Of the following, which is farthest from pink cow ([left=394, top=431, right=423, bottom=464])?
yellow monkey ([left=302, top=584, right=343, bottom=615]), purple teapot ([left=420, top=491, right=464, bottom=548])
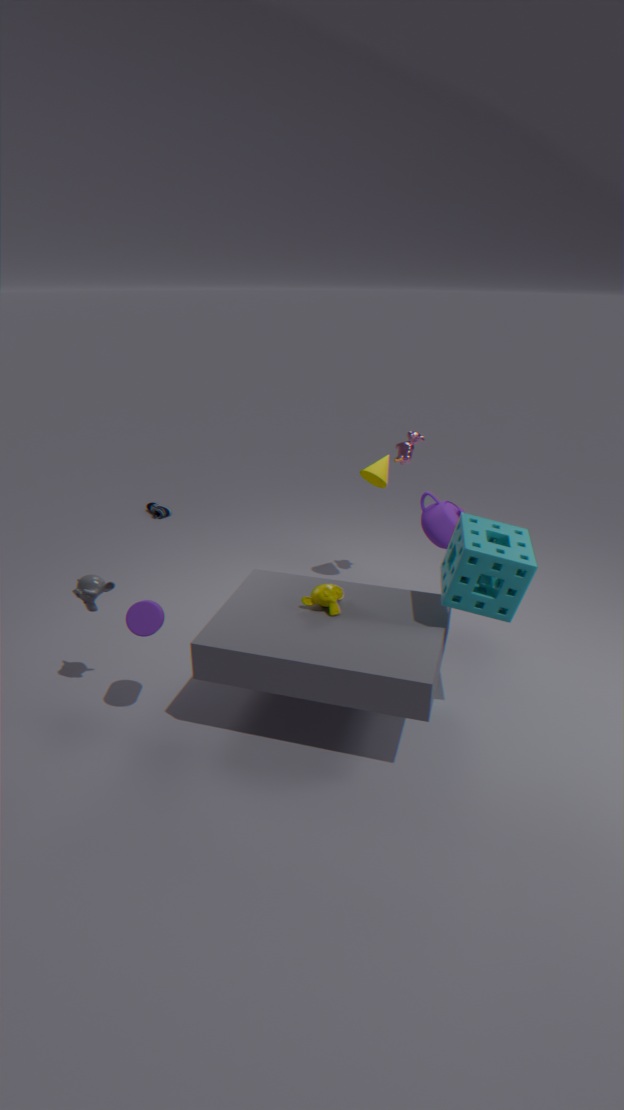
yellow monkey ([left=302, top=584, right=343, bottom=615])
